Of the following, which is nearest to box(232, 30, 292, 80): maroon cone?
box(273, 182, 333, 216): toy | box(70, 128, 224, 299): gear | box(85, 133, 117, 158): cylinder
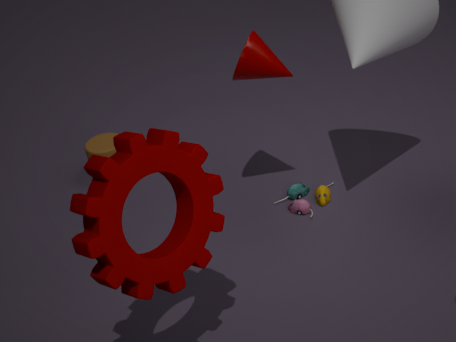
box(273, 182, 333, 216): toy
